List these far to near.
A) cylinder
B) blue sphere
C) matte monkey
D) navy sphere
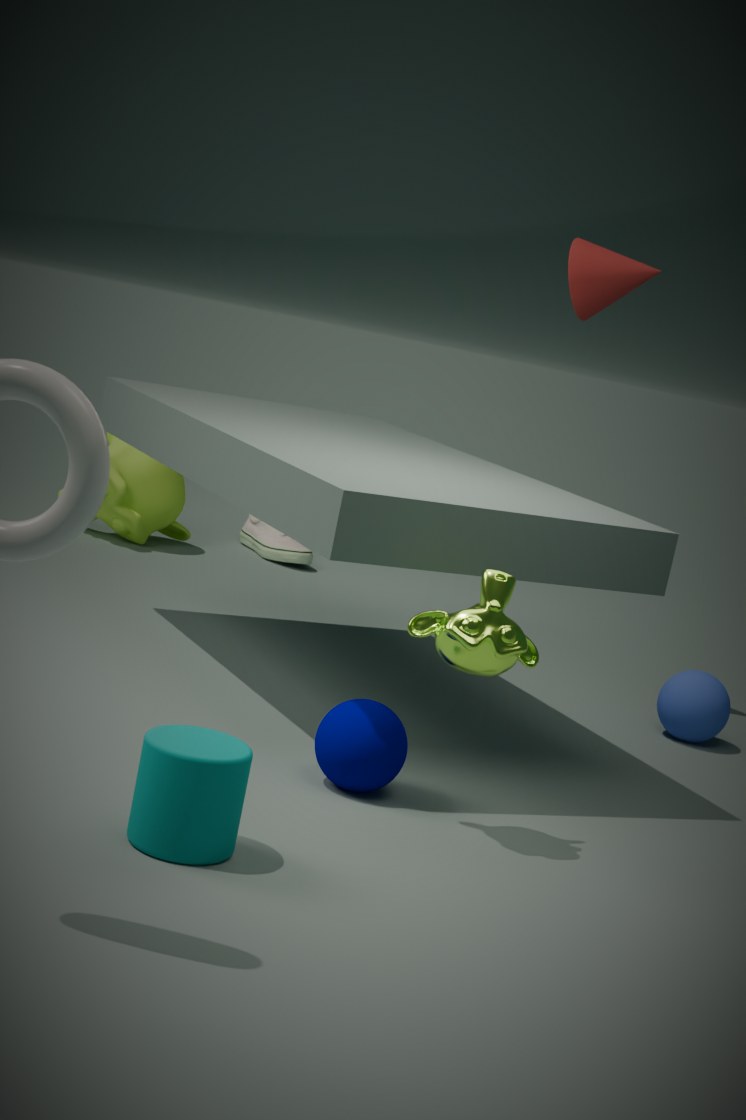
matte monkey, blue sphere, navy sphere, cylinder
